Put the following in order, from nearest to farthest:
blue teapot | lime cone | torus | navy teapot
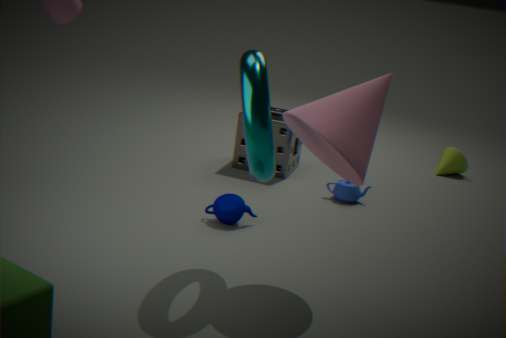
torus → navy teapot → blue teapot → lime cone
